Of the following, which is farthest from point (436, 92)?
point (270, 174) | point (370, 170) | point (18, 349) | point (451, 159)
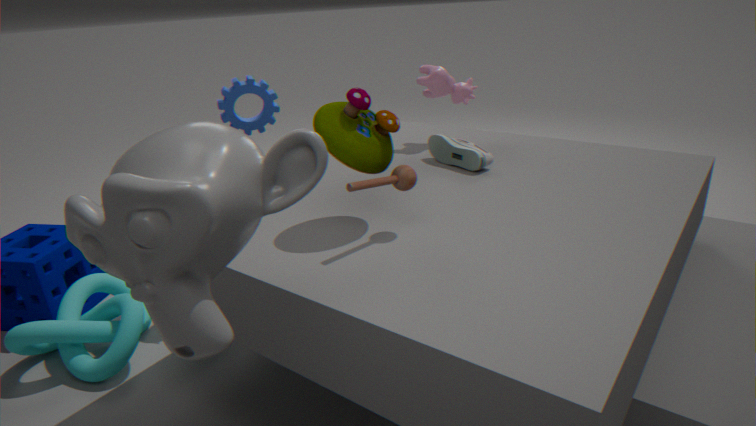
point (18, 349)
